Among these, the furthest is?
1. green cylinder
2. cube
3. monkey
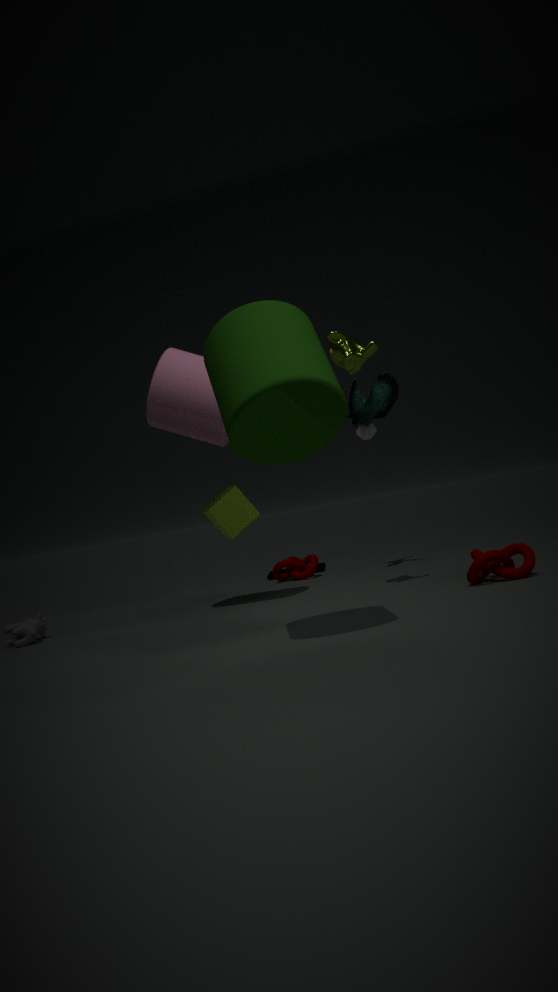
cube
